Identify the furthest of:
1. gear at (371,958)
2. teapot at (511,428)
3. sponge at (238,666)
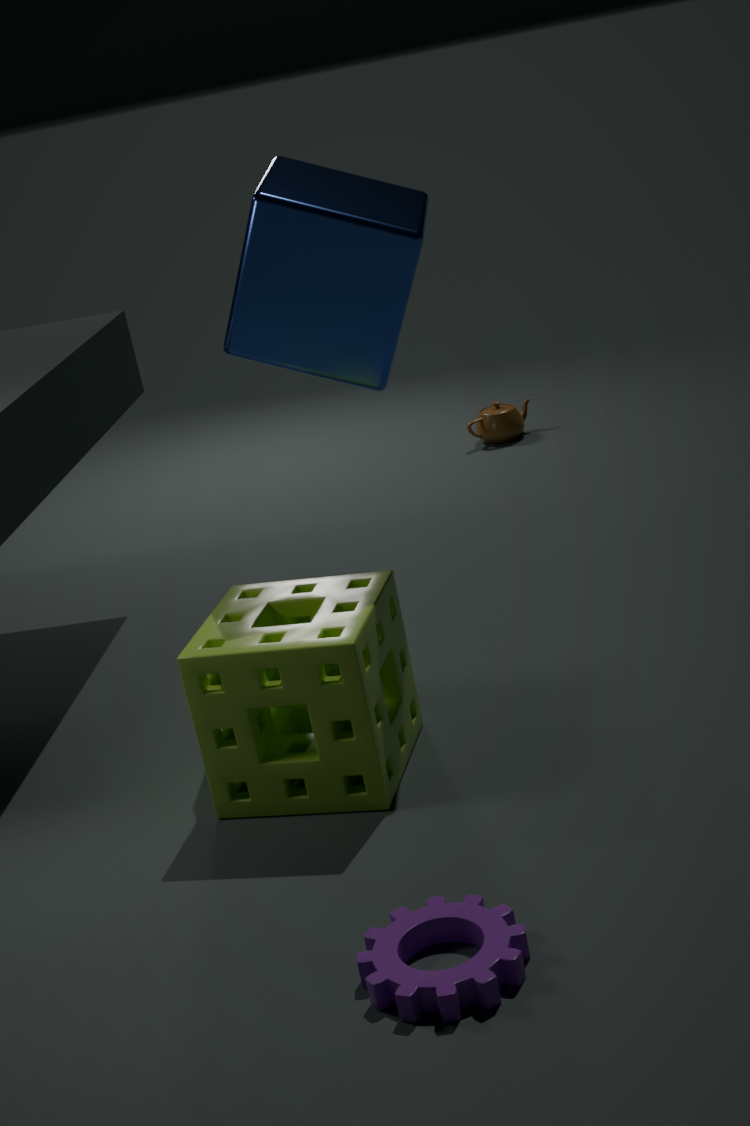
teapot at (511,428)
